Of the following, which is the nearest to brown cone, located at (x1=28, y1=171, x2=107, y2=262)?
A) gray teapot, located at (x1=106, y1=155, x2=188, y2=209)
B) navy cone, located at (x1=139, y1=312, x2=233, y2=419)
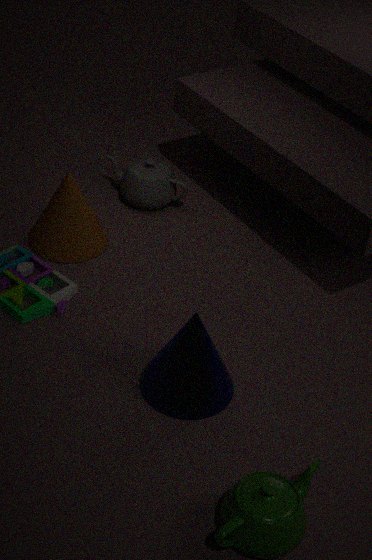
gray teapot, located at (x1=106, y1=155, x2=188, y2=209)
